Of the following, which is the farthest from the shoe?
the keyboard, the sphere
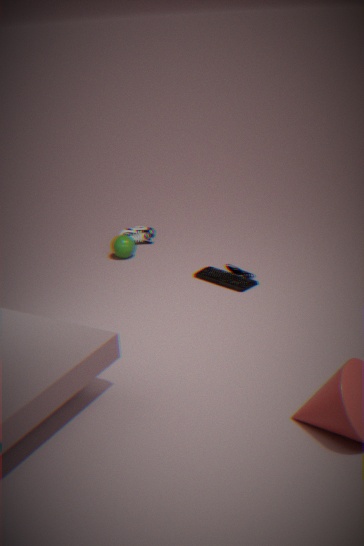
the keyboard
